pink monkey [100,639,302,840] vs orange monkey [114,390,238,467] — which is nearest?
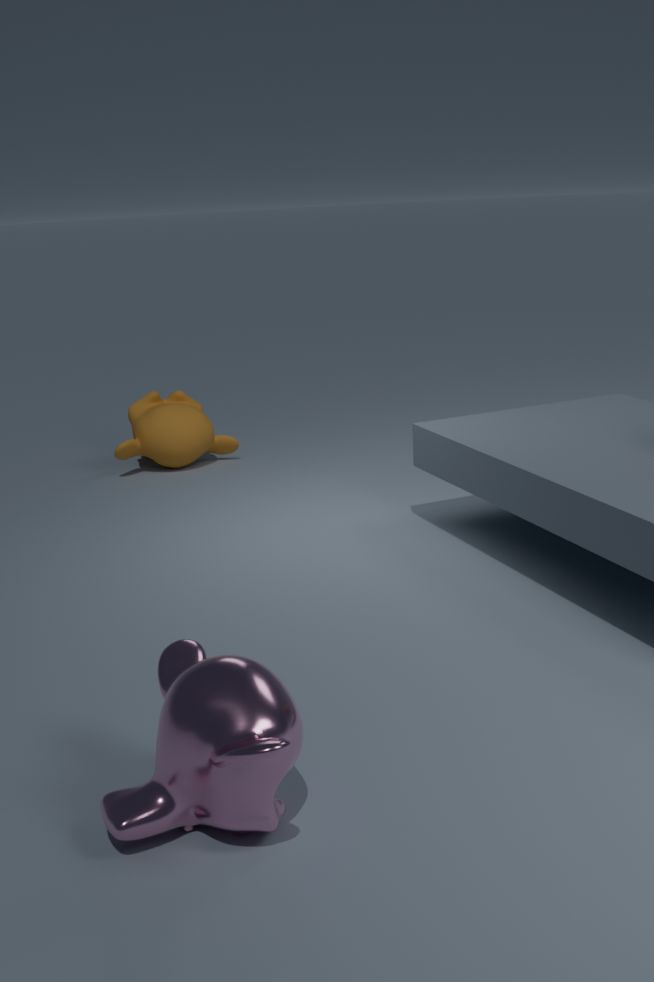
pink monkey [100,639,302,840]
